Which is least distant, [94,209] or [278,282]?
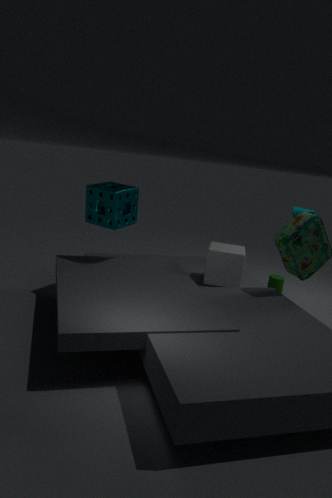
[94,209]
